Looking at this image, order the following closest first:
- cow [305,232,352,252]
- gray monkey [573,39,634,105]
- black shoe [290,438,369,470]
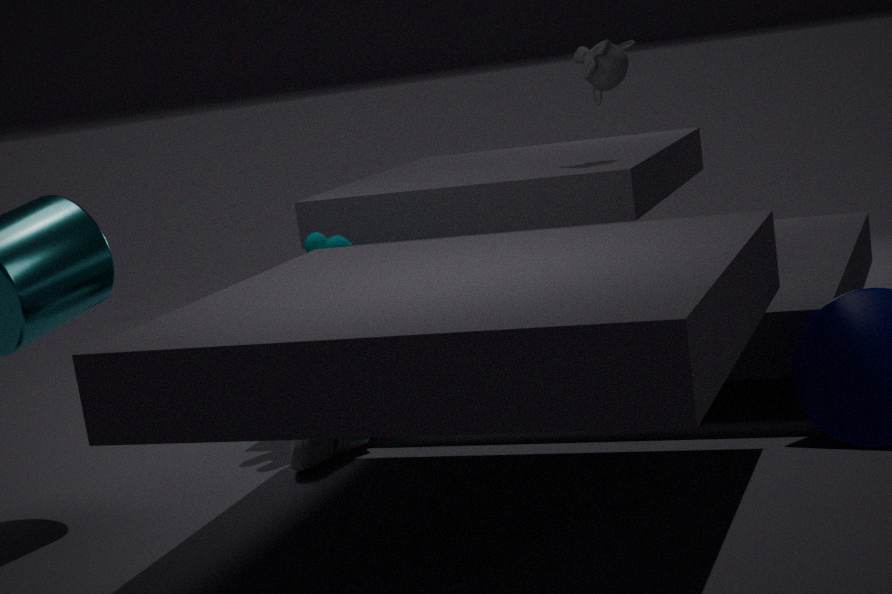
1. black shoe [290,438,369,470]
2. cow [305,232,352,252]
3. gray monkey [573,39,634,105]
